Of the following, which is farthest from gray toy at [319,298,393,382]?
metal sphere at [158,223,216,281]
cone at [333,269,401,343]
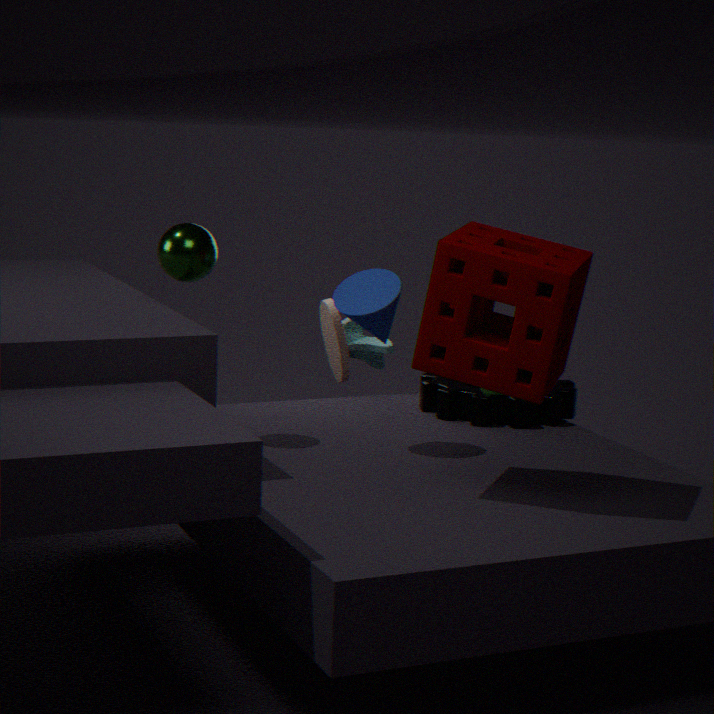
metal sphere at [158,223,216,281]
